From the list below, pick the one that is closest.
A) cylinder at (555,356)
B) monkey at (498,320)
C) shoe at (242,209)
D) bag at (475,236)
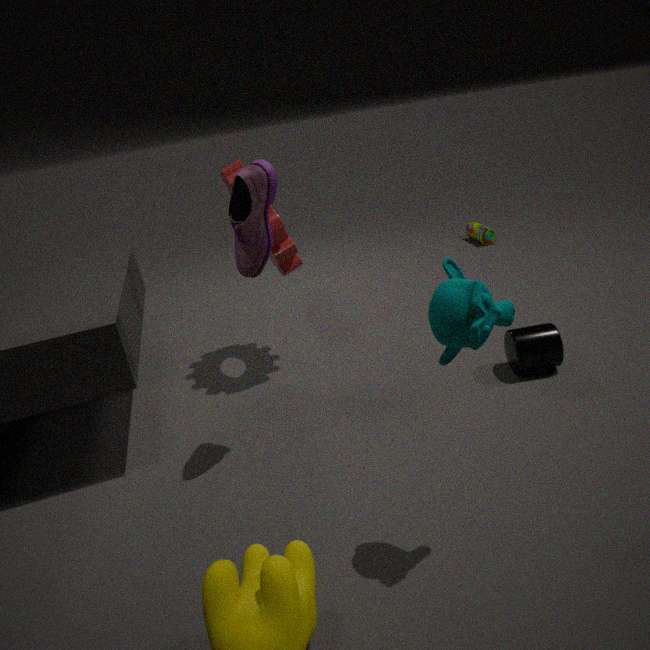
monkey at (498,320)
